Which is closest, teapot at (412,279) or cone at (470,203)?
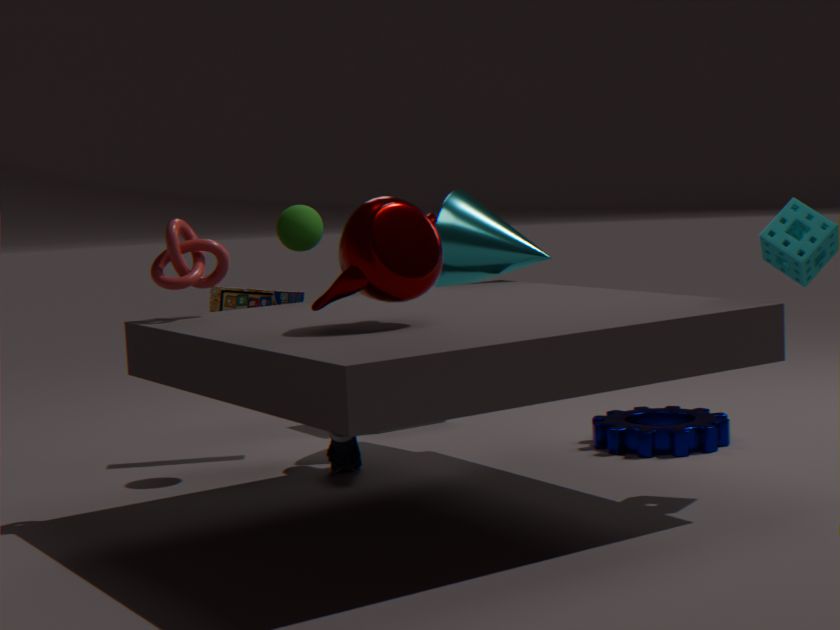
teapot at (412,279)
